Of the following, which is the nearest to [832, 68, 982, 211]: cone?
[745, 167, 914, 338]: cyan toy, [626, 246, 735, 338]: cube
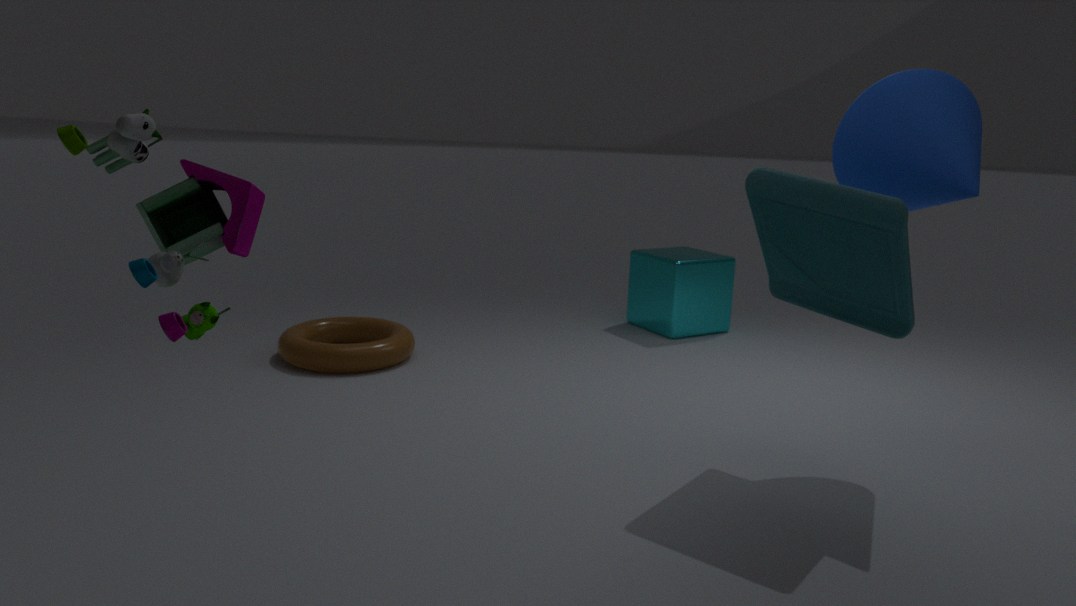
[745, 167, 914, 338]: cyan toy
